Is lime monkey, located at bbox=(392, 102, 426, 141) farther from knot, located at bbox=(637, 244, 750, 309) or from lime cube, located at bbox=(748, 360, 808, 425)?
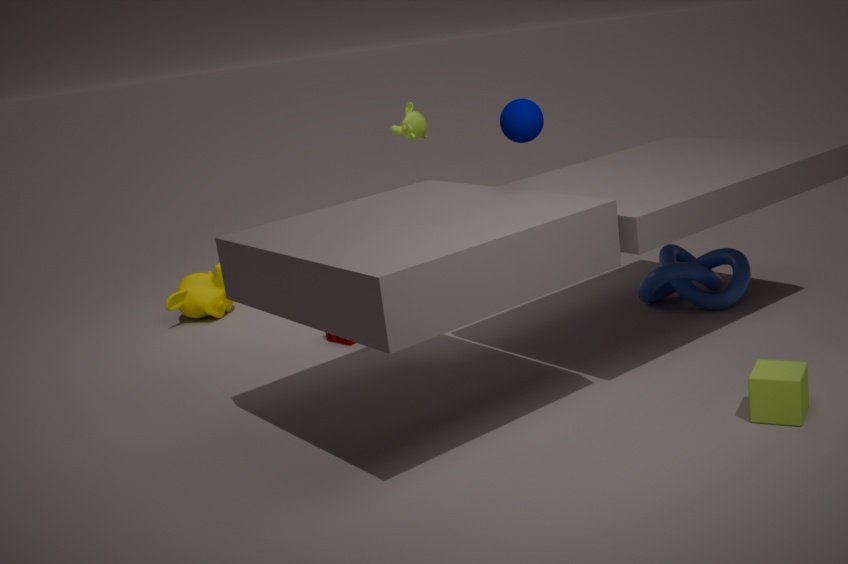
lime cube, located at bbox=(748, 360, 808, 425)
